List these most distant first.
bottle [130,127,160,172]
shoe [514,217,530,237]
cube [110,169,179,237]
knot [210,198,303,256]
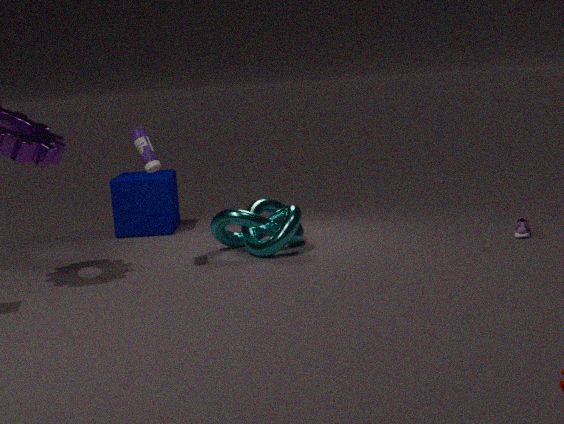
cube [110,169,179,237]
shoe [514,217,530,237]
knot [210,198,303,256]
bottle [130,127,160,172]
